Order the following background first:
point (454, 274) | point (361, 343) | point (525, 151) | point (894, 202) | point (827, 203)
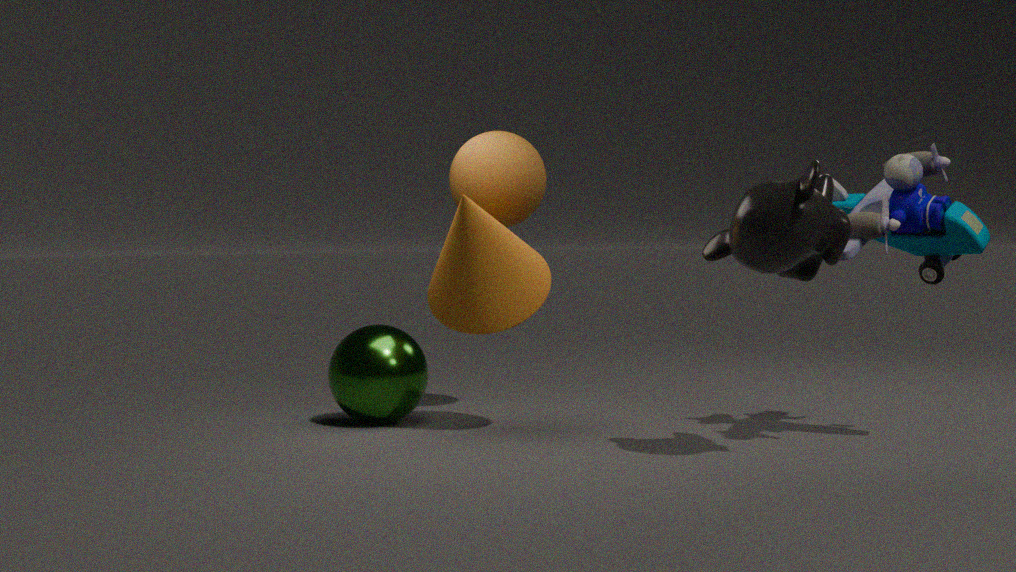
1. point (525, 151)
2. point (361, 343)
3. point (454, 274)
4. point (894, 202)
5. point (827, 203)
